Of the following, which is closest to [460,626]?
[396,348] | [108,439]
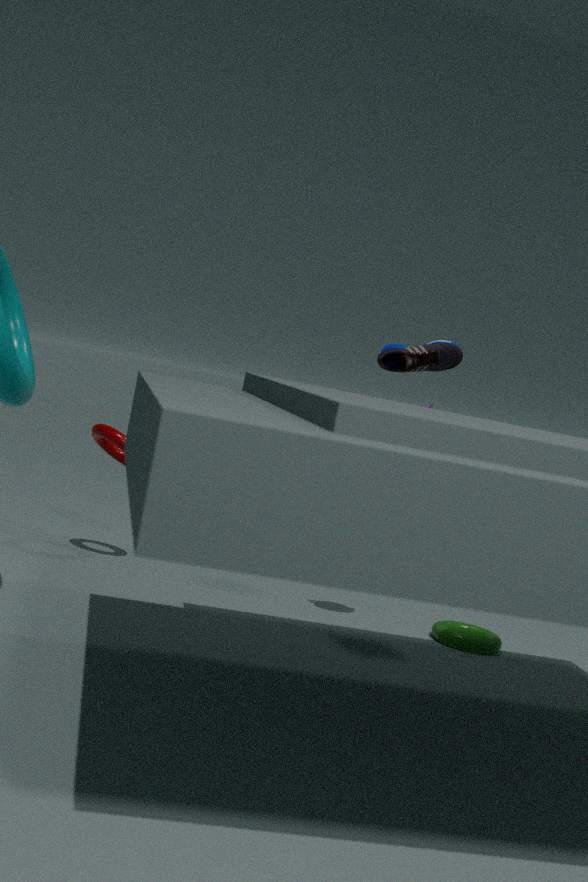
[396,348]
